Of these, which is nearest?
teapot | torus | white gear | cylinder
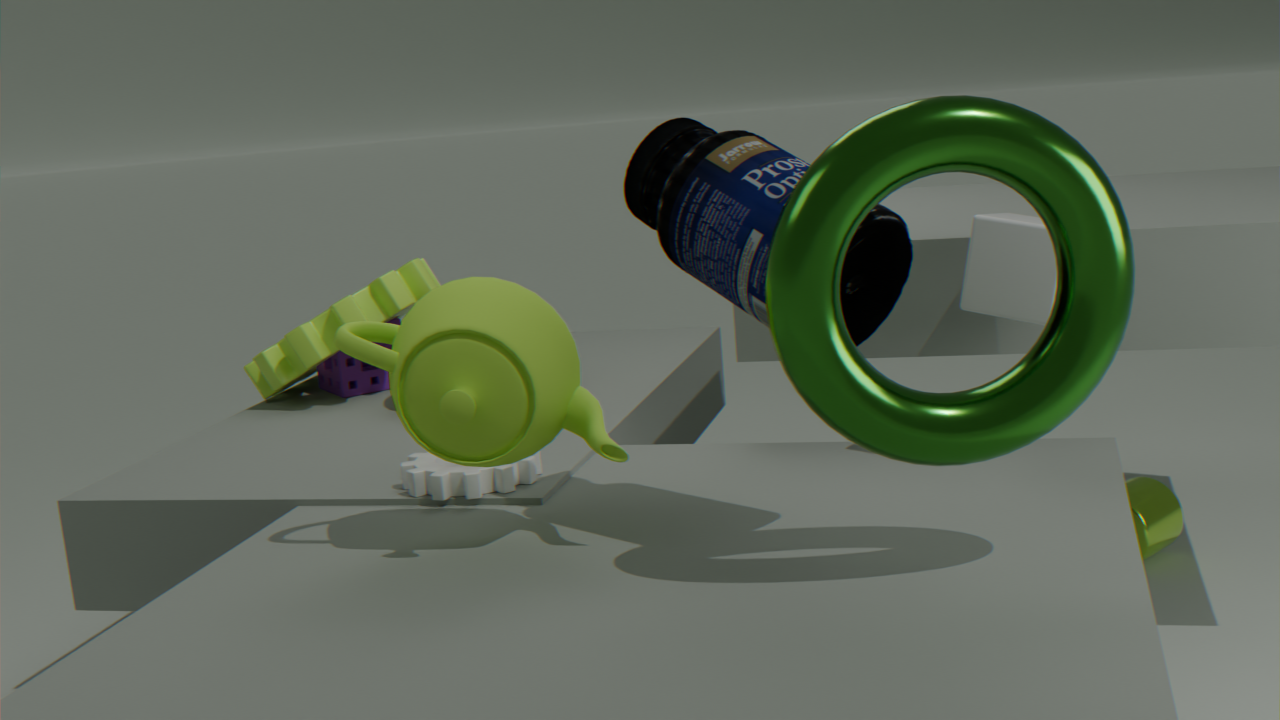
torus
